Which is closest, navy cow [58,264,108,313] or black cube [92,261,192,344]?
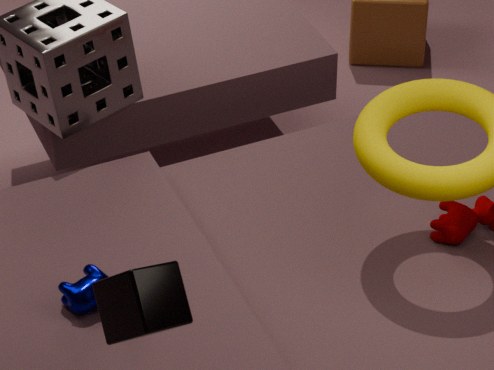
black cube [92,261,192,344]
